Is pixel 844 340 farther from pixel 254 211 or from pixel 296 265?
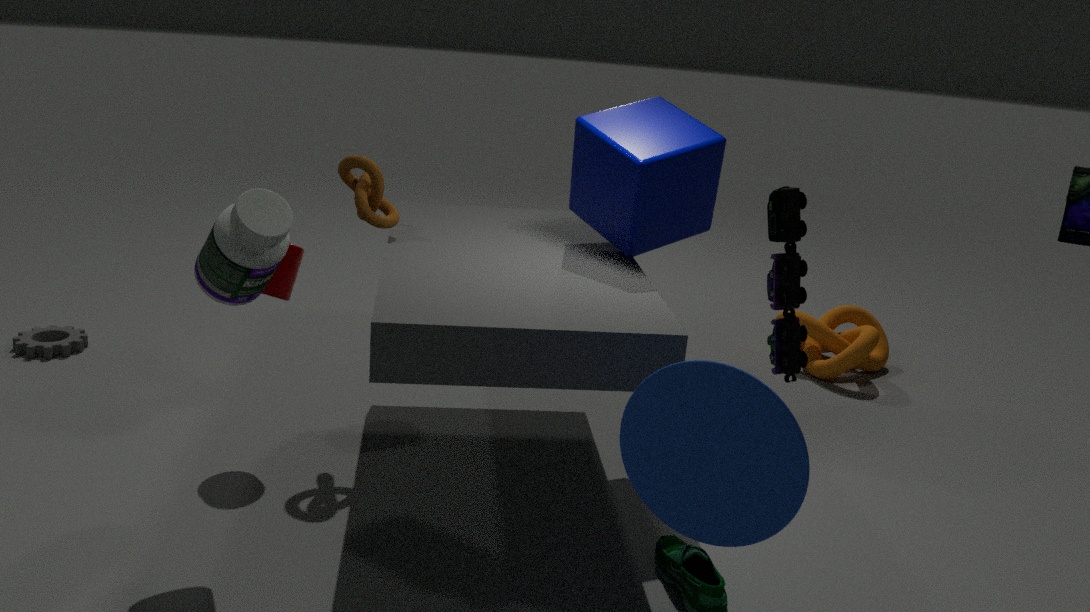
pixel 254 211
